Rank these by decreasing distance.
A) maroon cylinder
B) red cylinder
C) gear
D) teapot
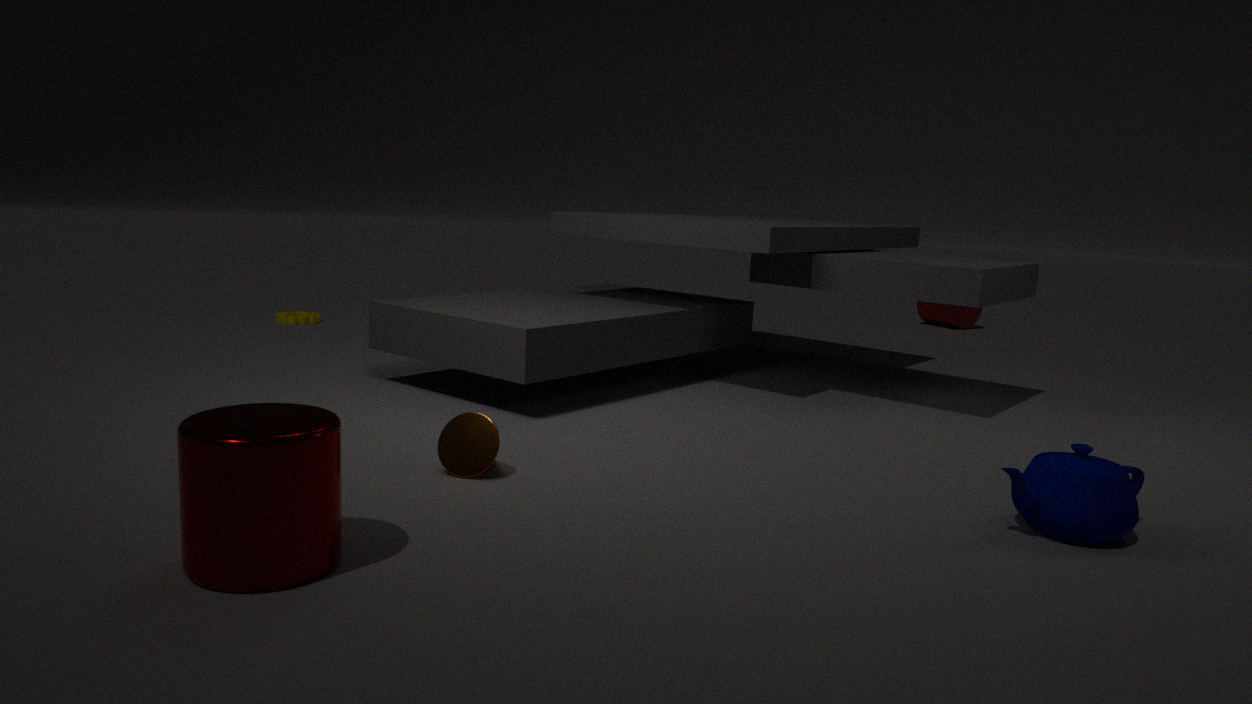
red cylinder < gear < teapot < maroon cylinder
